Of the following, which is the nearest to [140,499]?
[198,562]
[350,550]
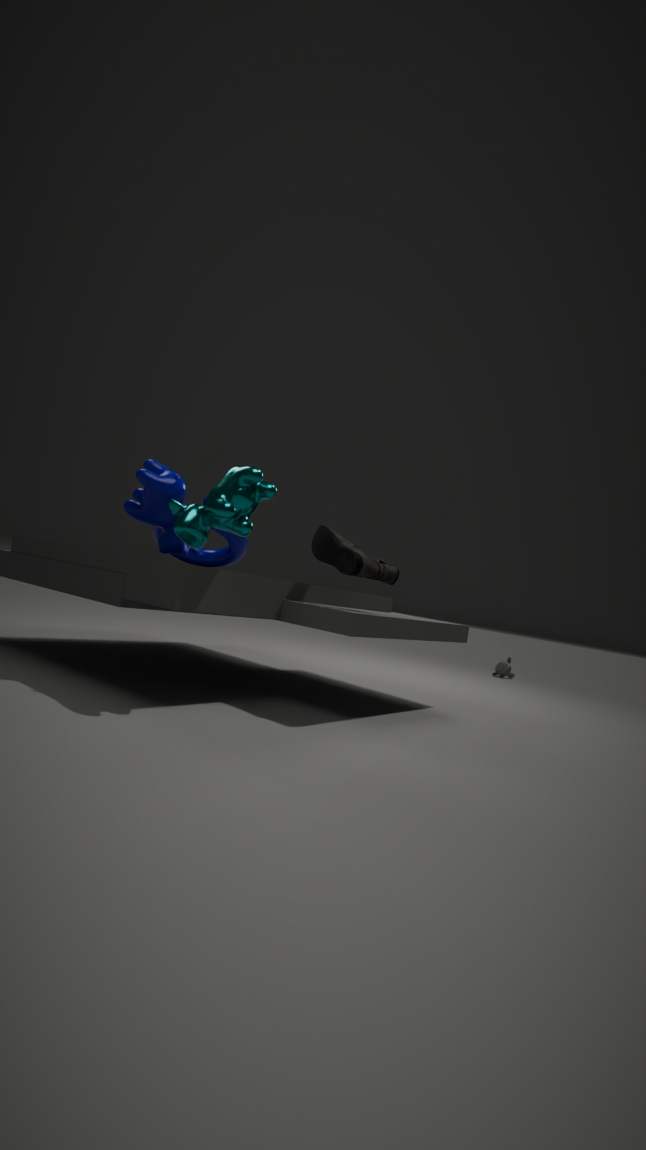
[198,562]
